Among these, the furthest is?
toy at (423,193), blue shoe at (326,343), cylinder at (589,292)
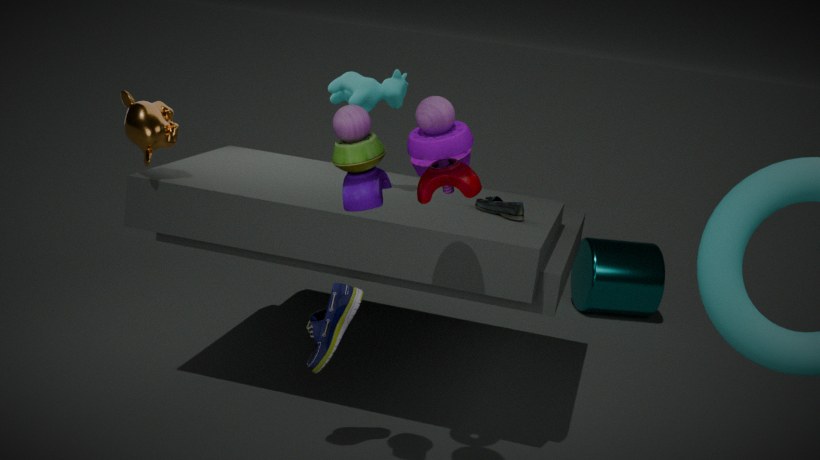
cylinder at (589,292)
